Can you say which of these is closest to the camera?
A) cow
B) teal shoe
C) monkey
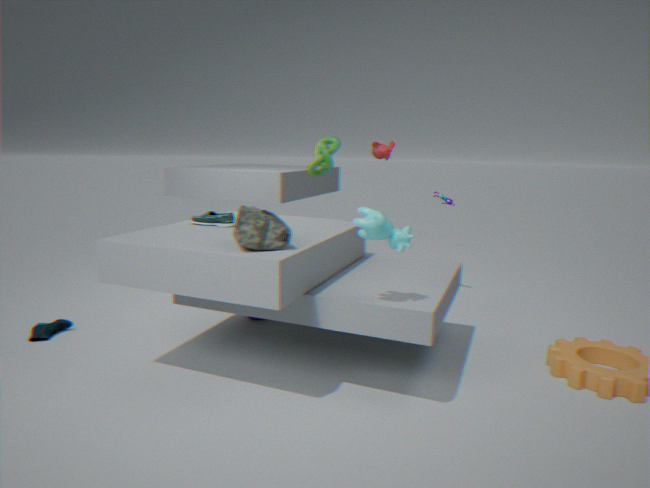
cow
